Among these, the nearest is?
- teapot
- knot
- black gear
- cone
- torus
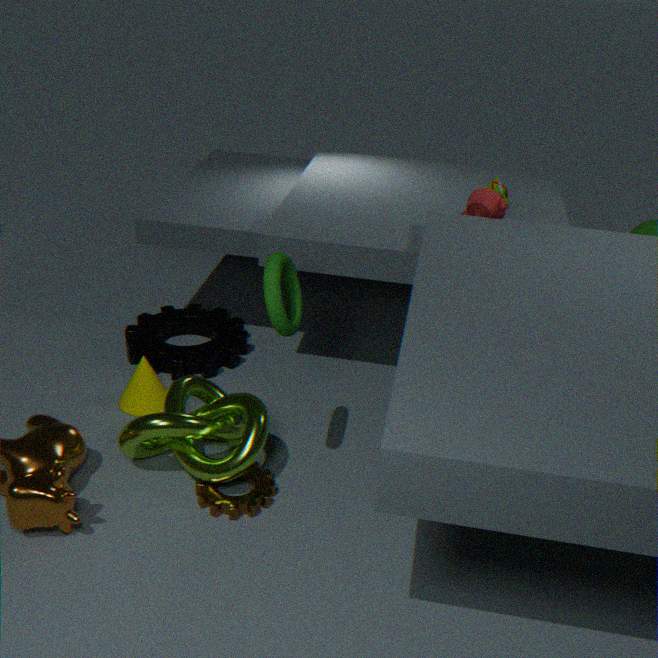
torus
